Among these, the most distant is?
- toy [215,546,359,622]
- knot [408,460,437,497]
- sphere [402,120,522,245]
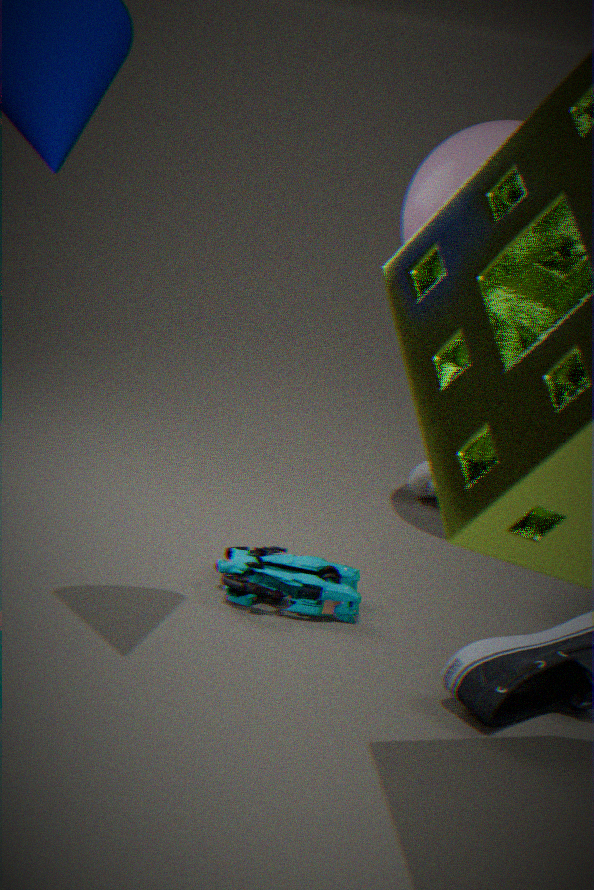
knot [408,460,437,497]
